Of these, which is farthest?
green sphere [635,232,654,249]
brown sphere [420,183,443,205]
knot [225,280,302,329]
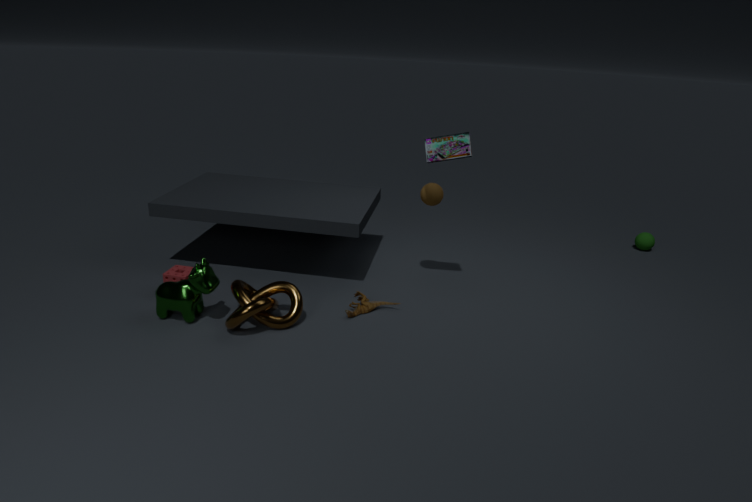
green sphere [635,232,654,249]
